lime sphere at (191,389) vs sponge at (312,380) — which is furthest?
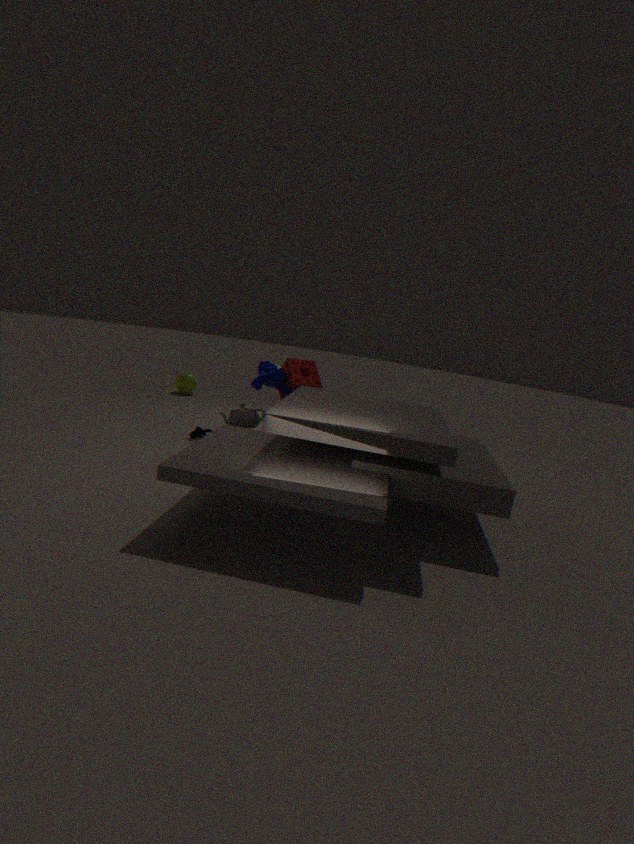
lime sphere at (191,389)
